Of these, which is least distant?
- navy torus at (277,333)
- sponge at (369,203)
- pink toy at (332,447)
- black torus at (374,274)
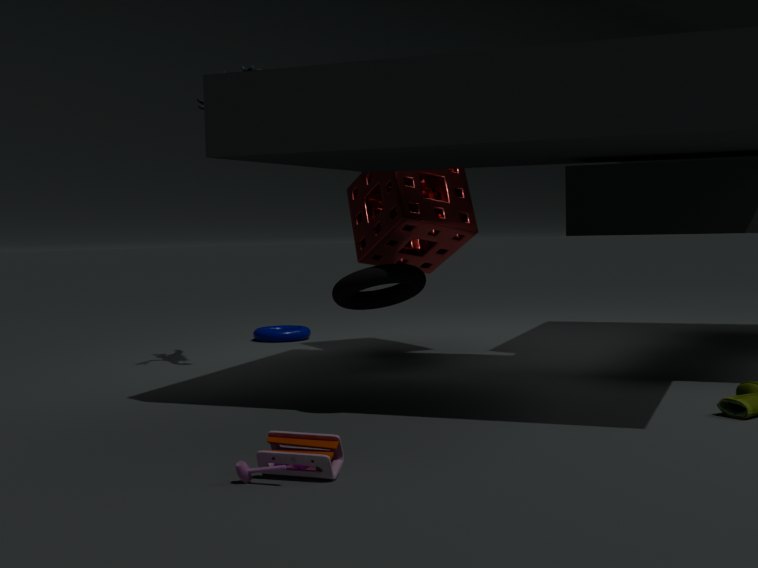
pink toy at (332,447)
